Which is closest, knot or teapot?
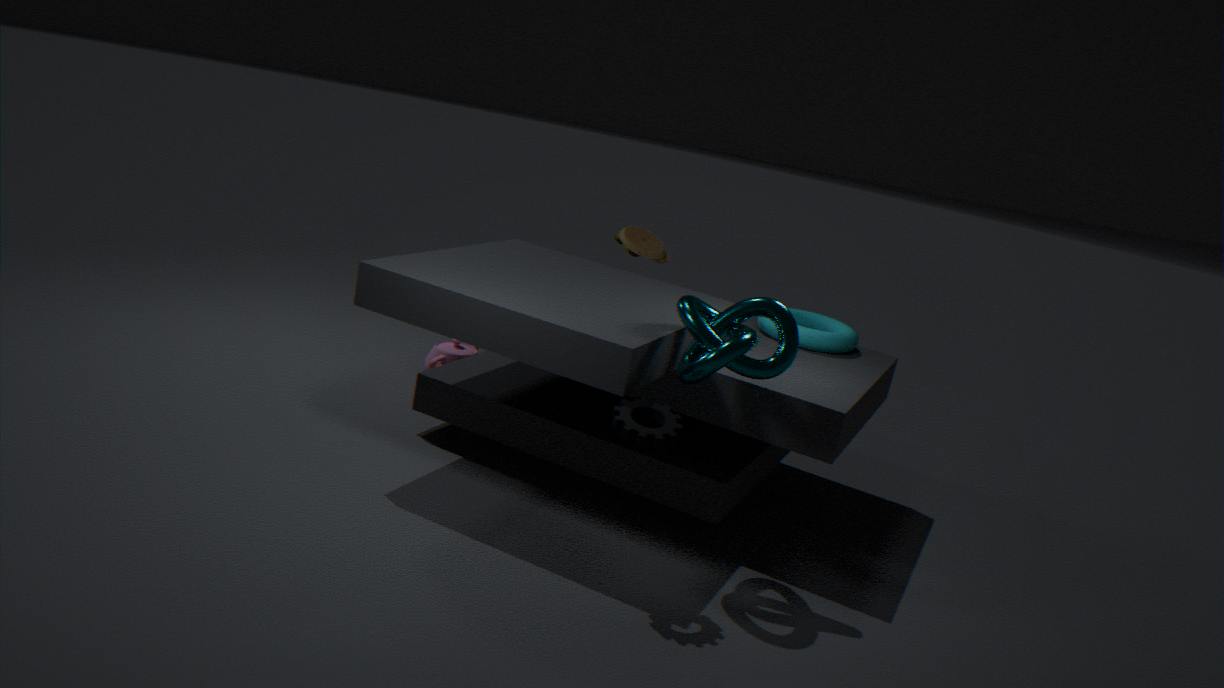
knot
